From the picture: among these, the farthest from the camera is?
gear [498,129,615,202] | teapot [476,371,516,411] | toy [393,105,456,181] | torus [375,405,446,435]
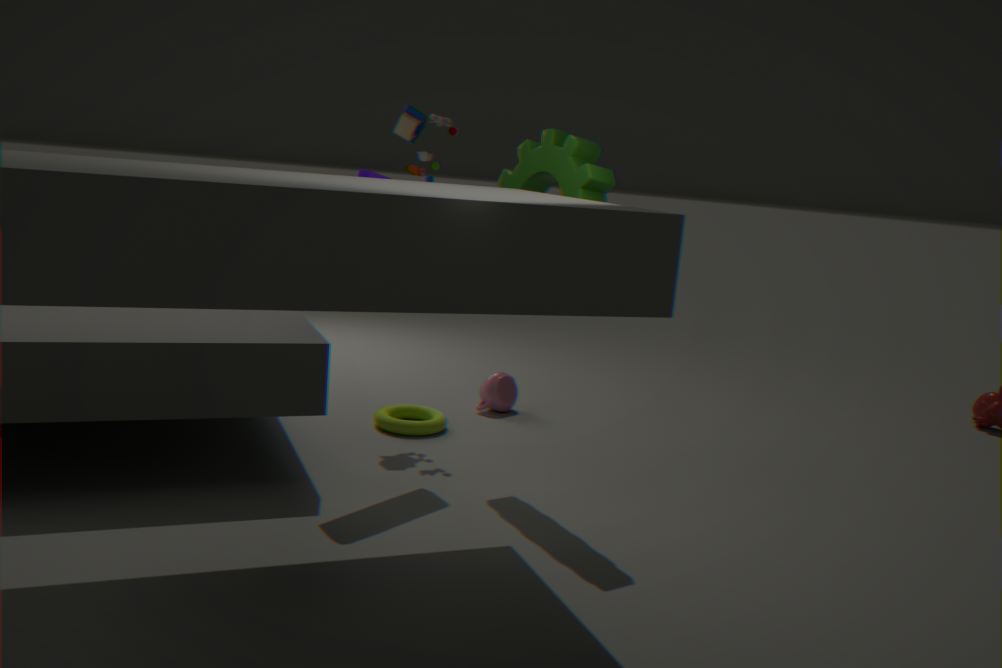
teapot [476,371,516,411]
